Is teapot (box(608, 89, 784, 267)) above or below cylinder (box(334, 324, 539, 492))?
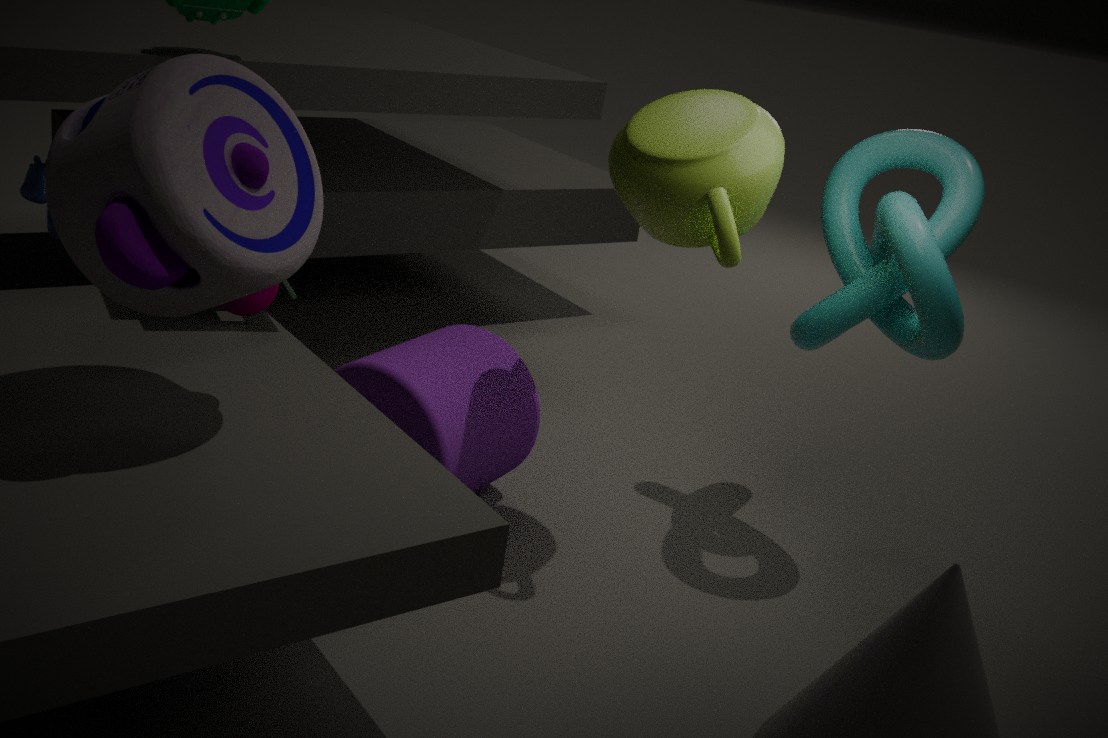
above
